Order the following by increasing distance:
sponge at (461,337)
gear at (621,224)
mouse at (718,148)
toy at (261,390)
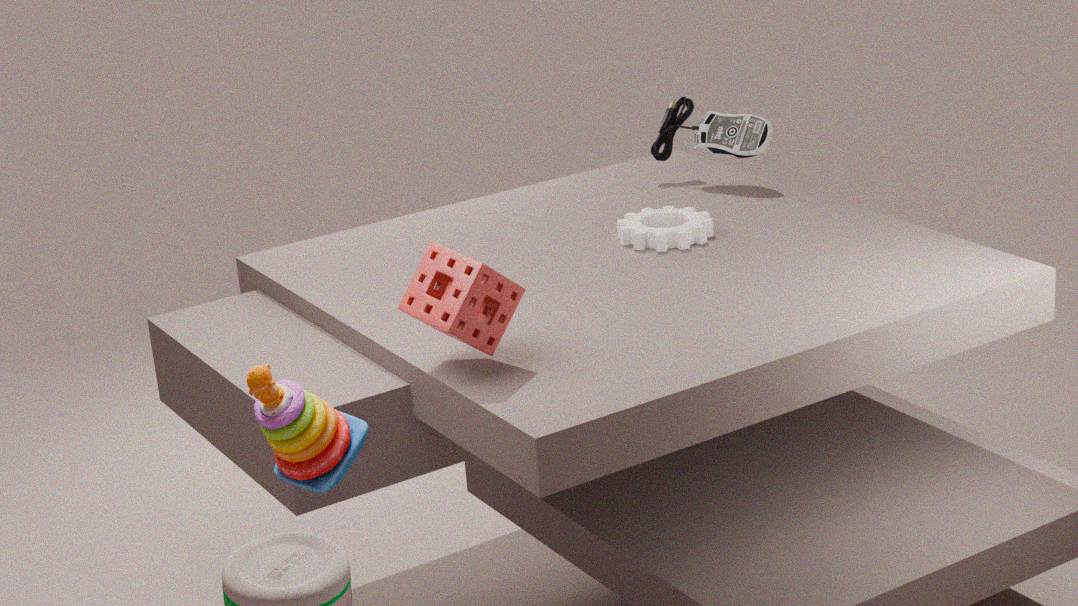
toy at (261,390), sponge at (461,337), gear at (621,224), mouse at (718,148)
